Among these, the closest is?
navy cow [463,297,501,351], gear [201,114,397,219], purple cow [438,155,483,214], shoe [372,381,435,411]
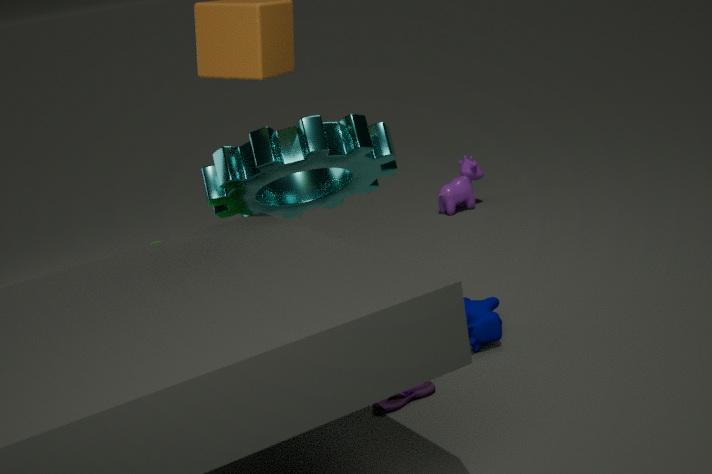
shoe [372,381,435,411]
